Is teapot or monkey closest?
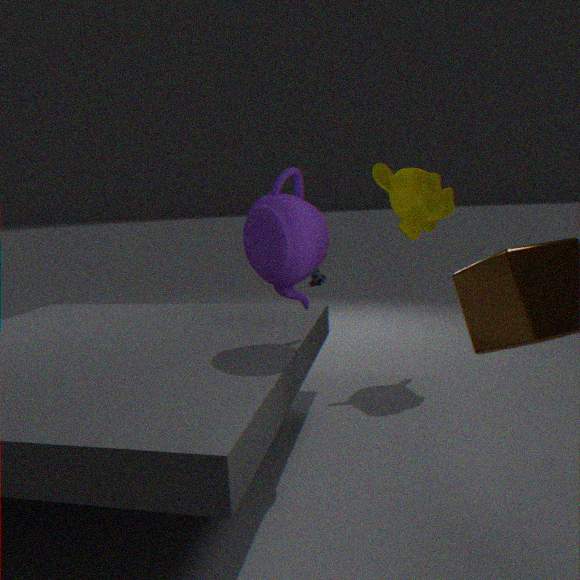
teapot
